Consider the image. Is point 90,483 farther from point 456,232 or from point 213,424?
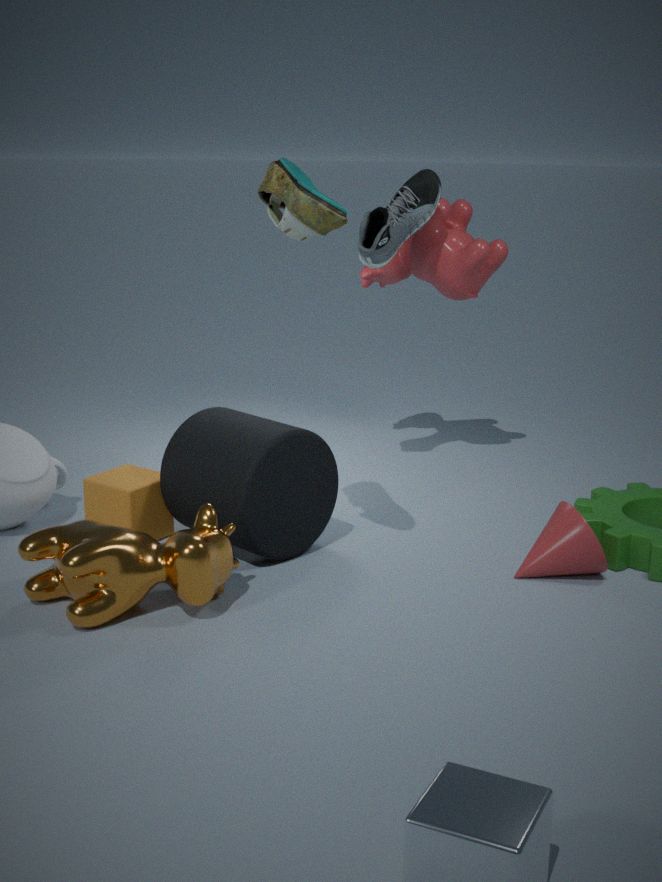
point 456,232
